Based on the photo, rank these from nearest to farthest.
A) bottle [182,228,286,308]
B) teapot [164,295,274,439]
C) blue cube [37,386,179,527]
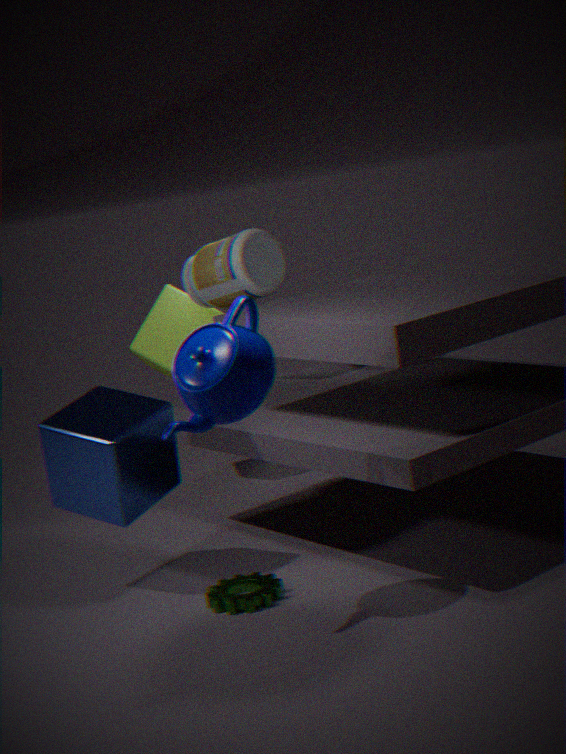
teapot [164,295,274,439] → blue cube [37,386,179,527] → bottle [182,228,286,308]
